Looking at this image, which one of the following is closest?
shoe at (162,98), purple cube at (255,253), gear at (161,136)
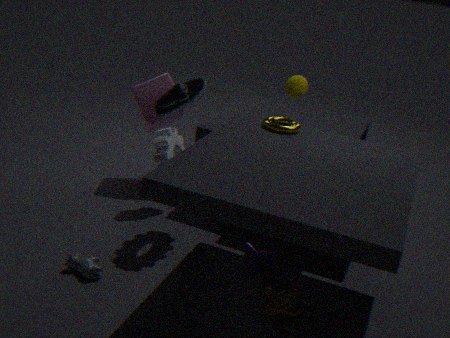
gear at (161,136)
